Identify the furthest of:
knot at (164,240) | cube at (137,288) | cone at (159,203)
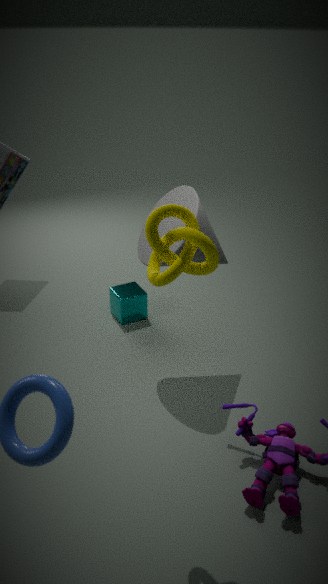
cube at (137,288)
